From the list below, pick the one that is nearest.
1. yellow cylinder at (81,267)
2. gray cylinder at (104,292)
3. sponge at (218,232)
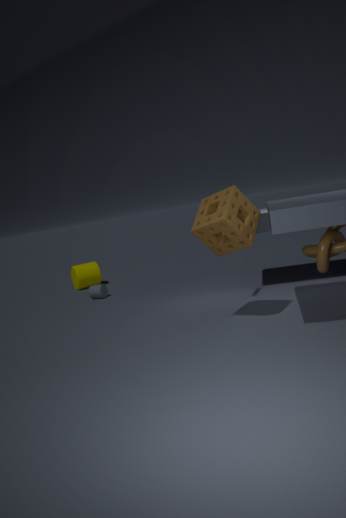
sponge at (218,232)
